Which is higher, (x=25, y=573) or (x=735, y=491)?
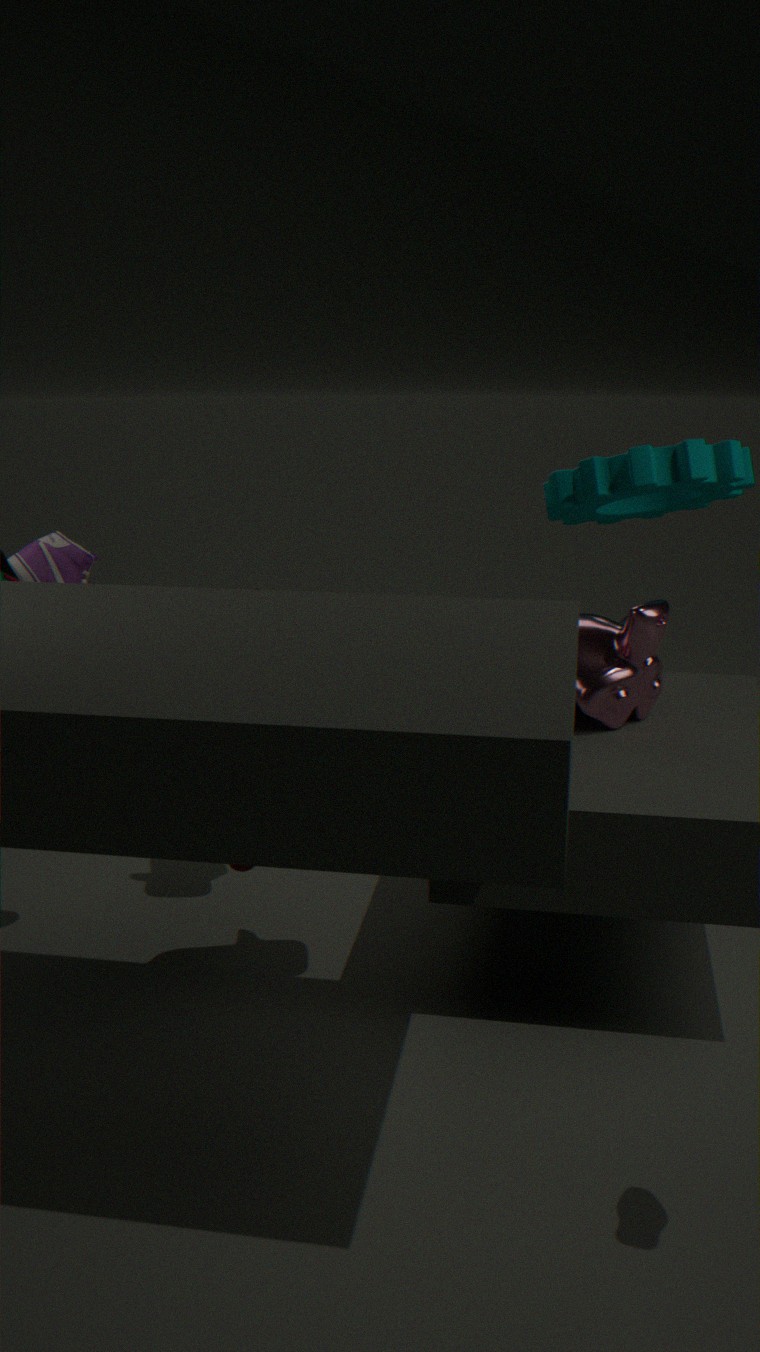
(x=735, y=491)
